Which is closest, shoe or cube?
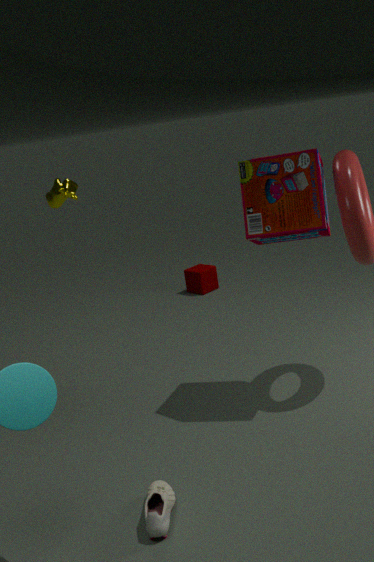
shoe
